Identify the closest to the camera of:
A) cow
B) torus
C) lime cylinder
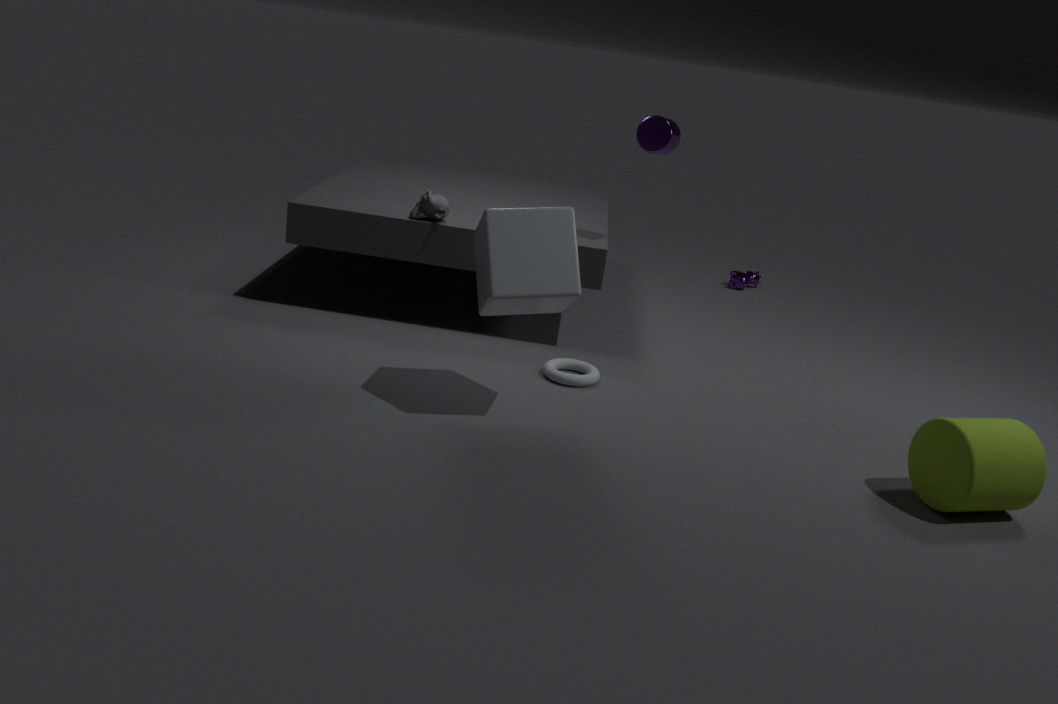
lime cylinder
